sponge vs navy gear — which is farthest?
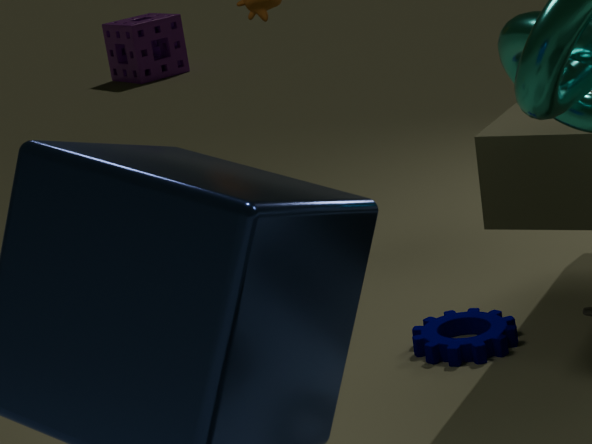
sponge
